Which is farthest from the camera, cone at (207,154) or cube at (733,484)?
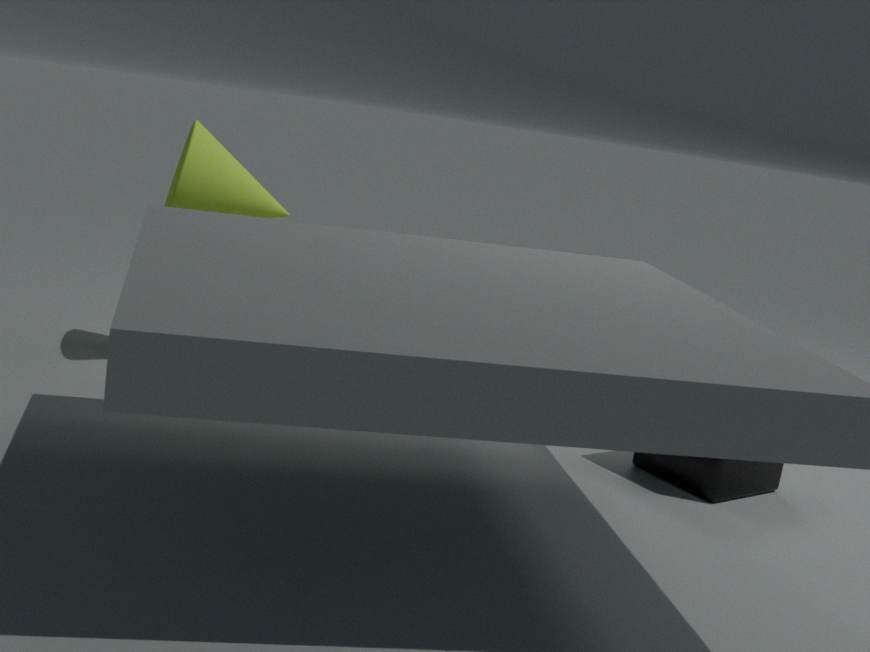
cone at (207,154)
